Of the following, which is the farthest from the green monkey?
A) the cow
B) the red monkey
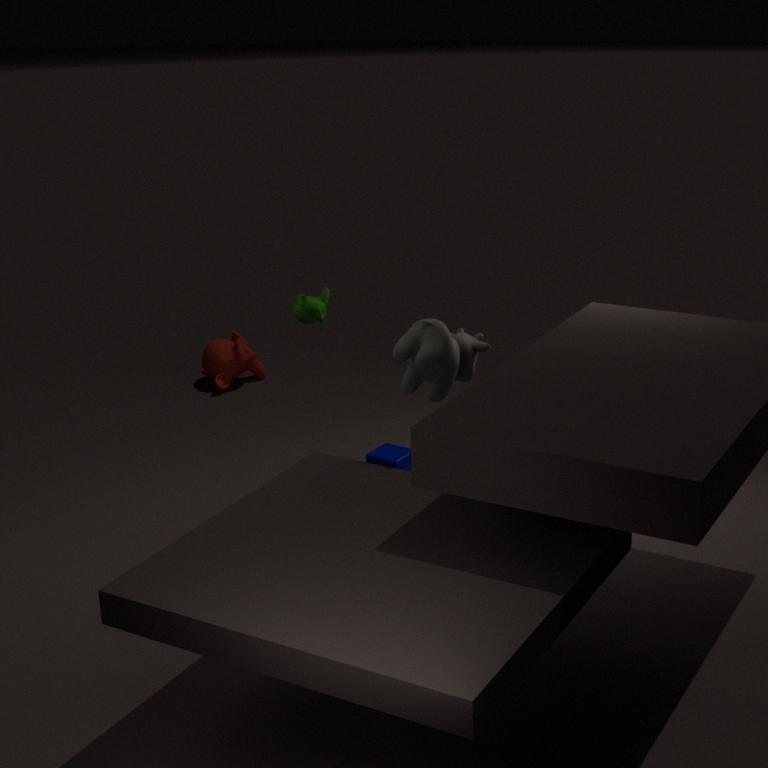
the red monkey
